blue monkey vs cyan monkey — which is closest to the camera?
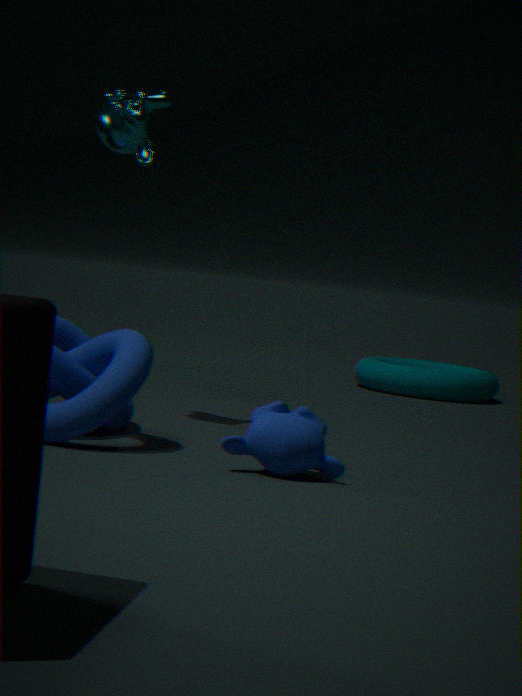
blue monkey
